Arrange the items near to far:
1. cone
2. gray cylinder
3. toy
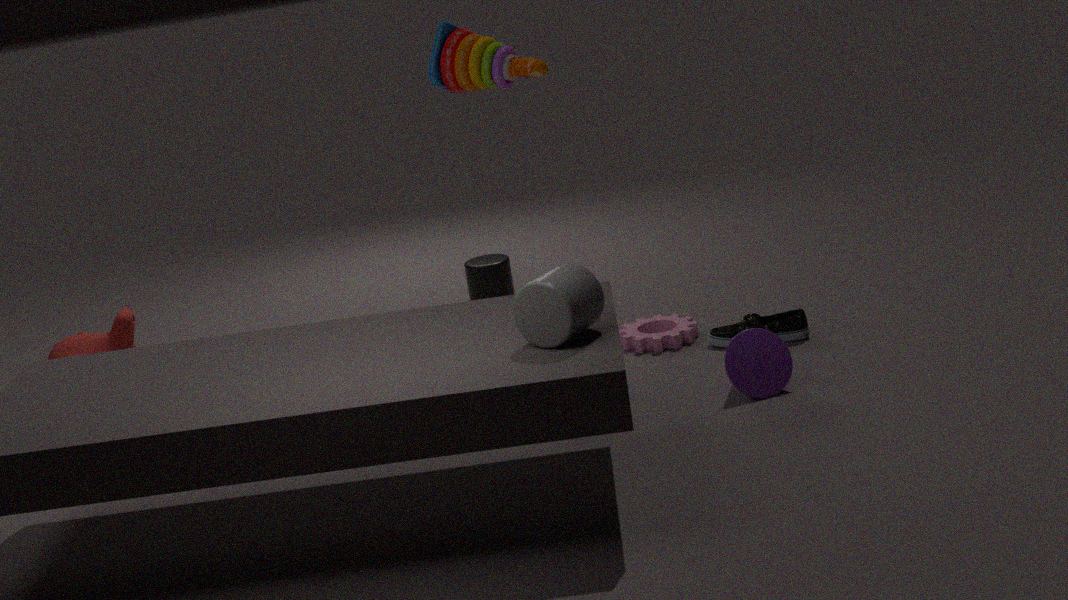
gray cylinder < cone < toy
